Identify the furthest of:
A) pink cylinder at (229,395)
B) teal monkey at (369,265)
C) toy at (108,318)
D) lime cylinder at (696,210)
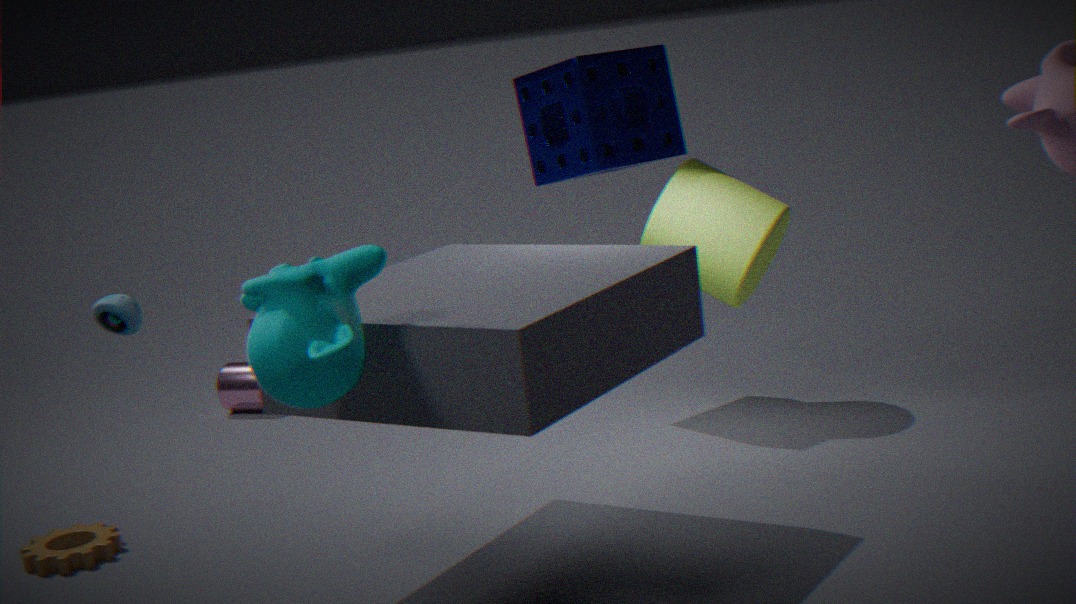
pink cylinder at (229,395)
